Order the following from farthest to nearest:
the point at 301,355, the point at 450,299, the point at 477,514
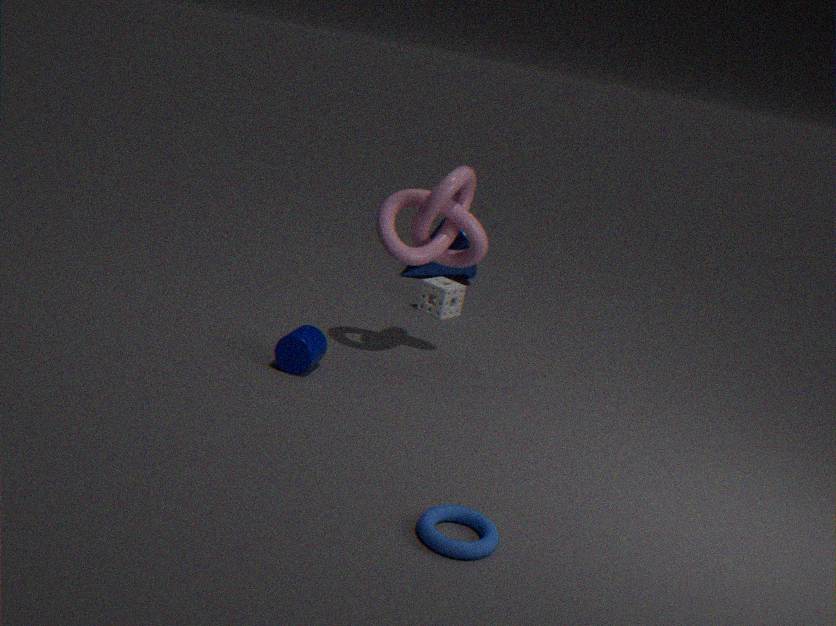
the point at 450,299, the point at 301,355, the point at 477,514
